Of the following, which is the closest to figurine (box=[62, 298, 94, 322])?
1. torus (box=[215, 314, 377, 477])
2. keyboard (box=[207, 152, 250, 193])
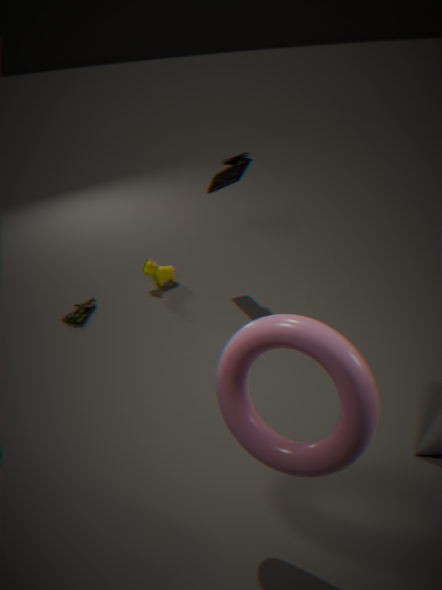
keyboard (box=[207, 152, 250, 193])
